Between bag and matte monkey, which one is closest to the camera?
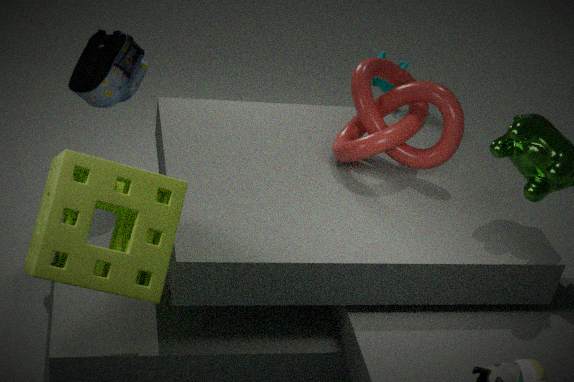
bag
